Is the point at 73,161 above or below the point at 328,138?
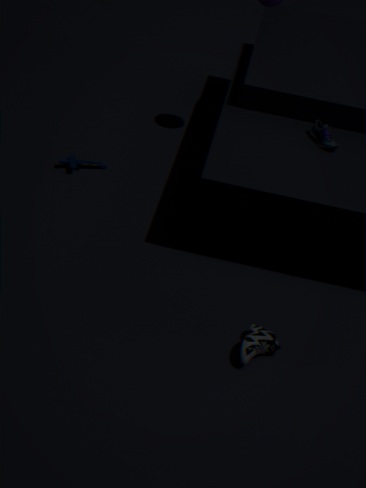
below
